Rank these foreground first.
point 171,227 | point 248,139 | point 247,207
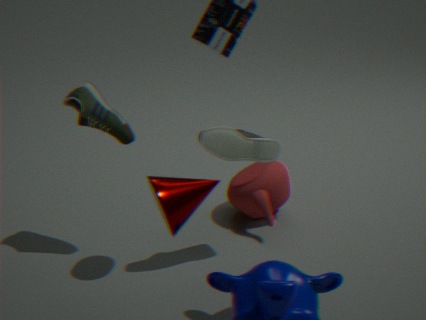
point 171,227
point 248,139
point 247,207
